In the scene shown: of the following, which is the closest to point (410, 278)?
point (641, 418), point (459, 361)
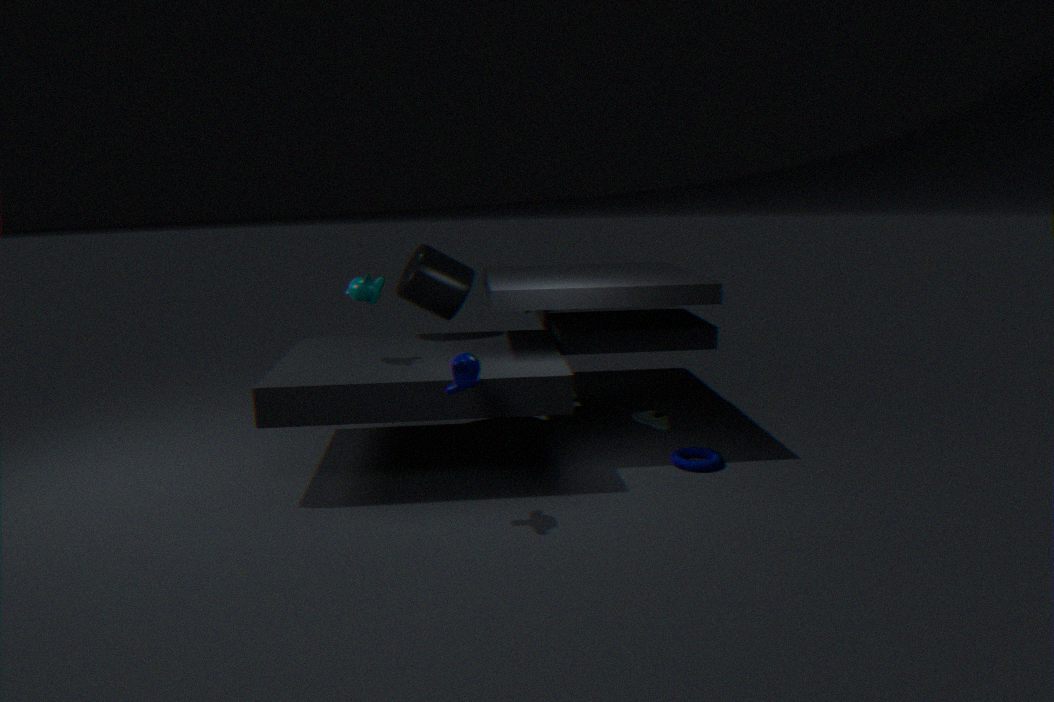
point (459, 361)
